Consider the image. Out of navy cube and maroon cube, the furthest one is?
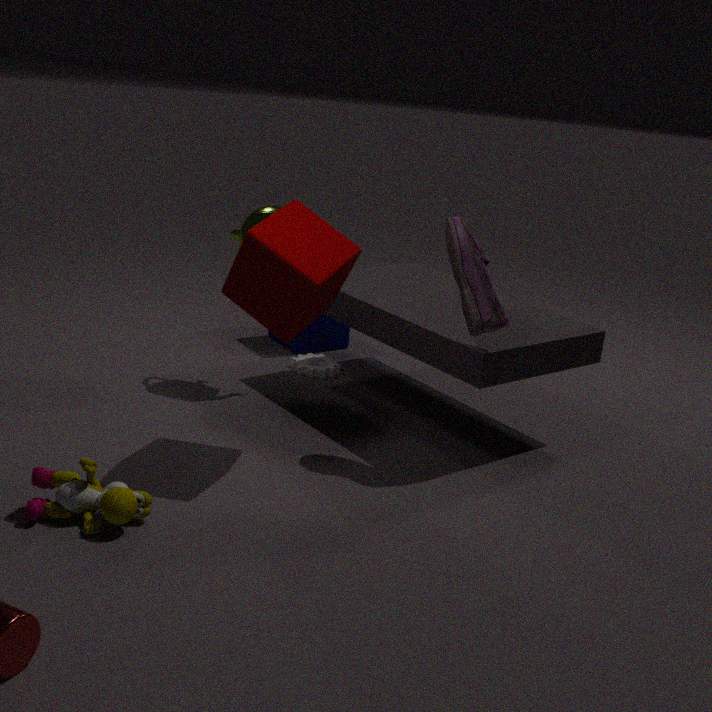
navy cube
